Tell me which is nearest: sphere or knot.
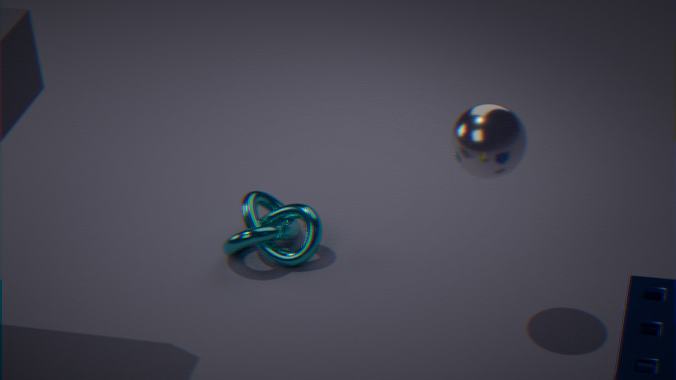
sphere
